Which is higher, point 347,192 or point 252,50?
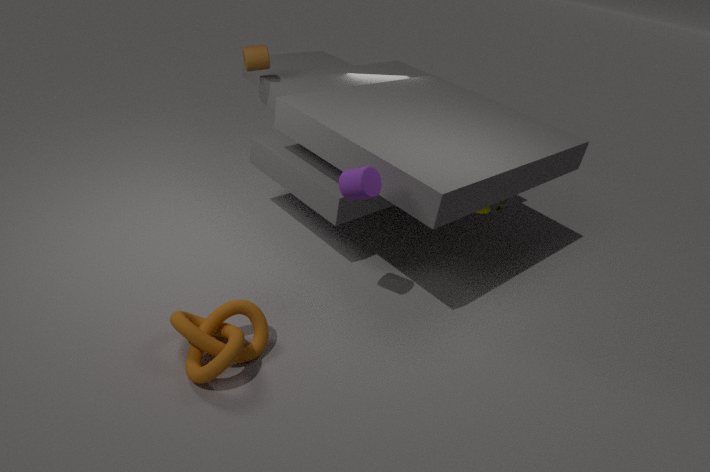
point 252,50
